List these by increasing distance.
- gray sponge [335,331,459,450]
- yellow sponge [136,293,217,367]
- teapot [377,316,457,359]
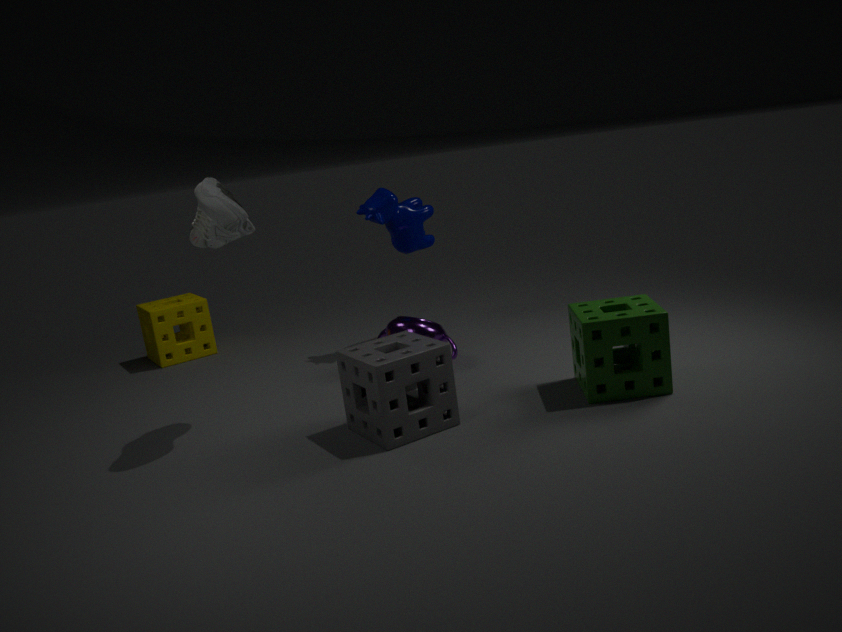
gray sponge [335,331,459,450], teapot [377,316,457,359], yellow sponge [136,293,217,367]
